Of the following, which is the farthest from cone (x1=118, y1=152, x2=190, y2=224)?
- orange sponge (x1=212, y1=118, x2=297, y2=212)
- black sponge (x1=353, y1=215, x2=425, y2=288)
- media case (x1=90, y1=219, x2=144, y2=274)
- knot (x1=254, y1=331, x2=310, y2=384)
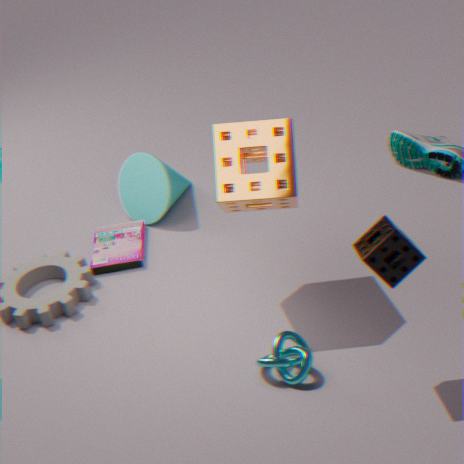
black sponge (x1=353, y1=215, x2=425, y2=288)
